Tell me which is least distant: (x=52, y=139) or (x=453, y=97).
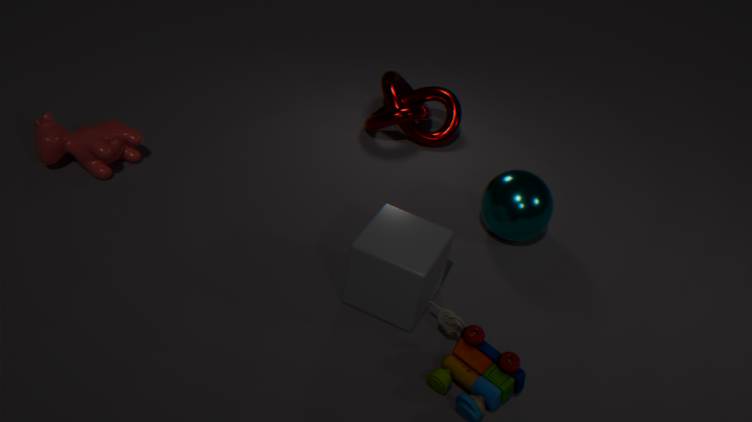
(x=52, y=139)
